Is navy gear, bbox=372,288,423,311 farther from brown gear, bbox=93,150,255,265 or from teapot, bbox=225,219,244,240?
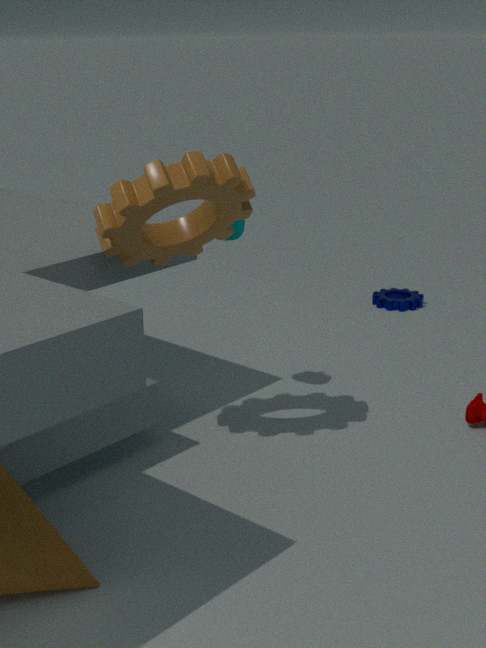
brown gear, bbox=93,150,255,265
